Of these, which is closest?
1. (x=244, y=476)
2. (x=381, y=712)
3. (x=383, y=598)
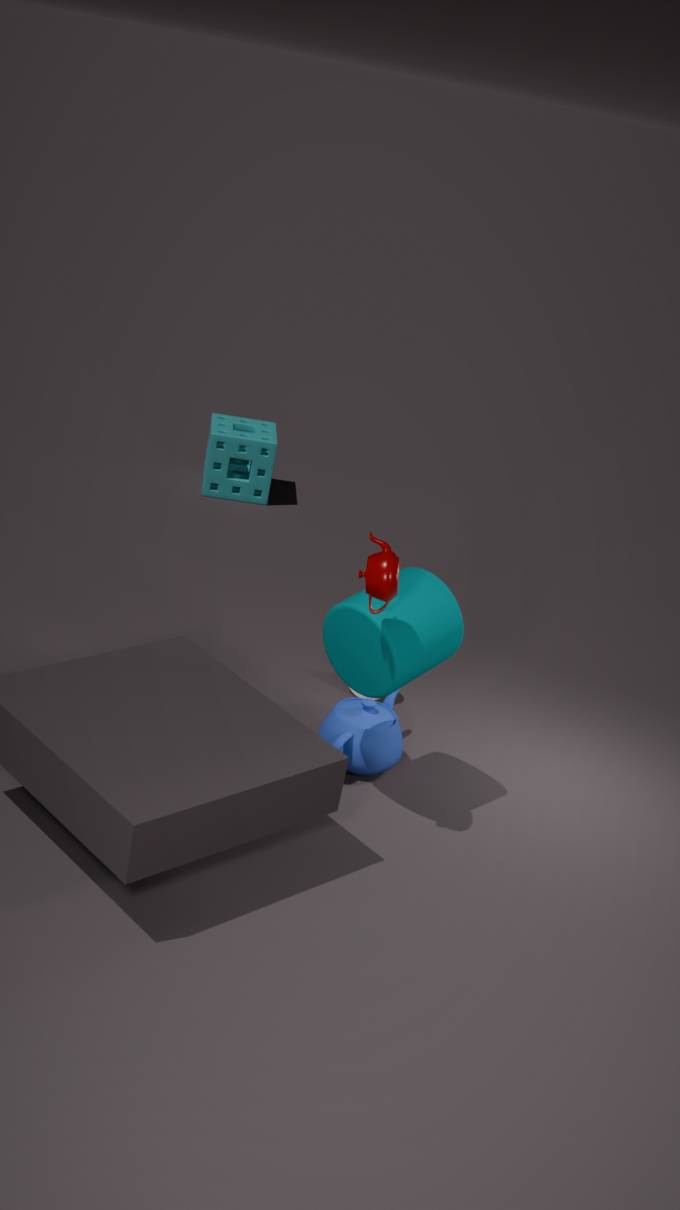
(x=383, y=598)
